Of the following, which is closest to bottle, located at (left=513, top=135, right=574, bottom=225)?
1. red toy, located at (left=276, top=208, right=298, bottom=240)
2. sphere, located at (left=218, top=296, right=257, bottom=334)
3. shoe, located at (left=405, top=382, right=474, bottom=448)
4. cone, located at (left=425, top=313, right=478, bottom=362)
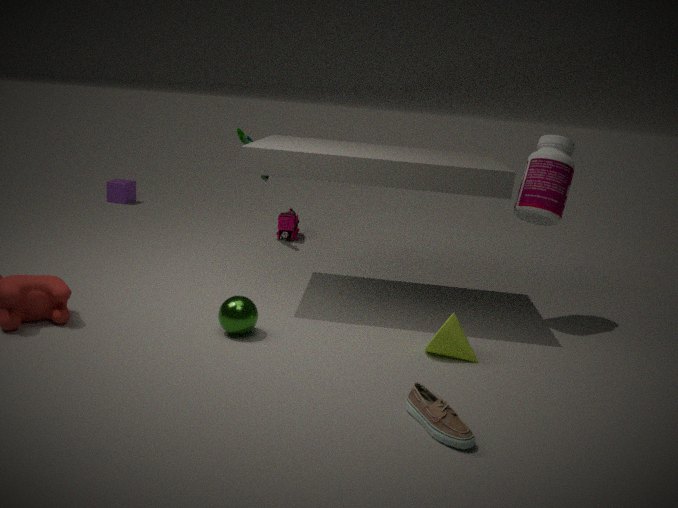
cone, located at (left=425, top=313, right=478, bottom=362)
